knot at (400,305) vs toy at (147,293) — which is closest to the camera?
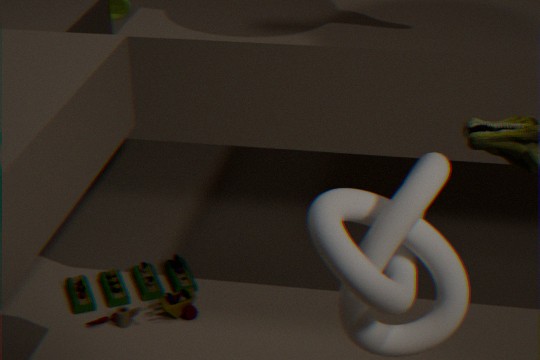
knot at (400,305)
